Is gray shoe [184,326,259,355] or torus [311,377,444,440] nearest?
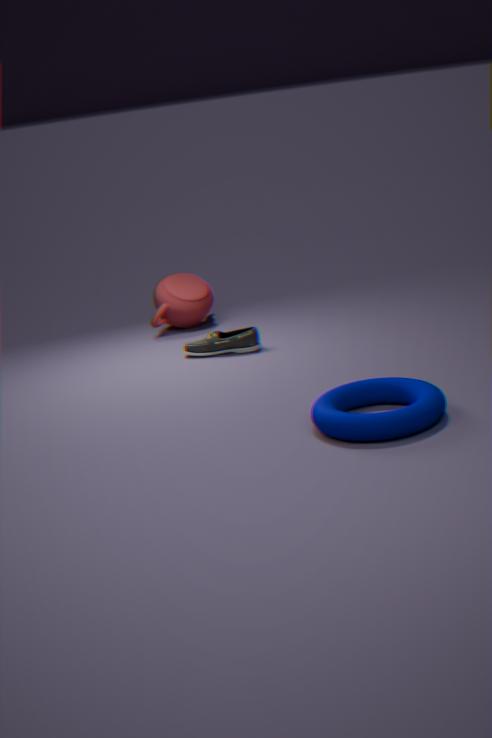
torus [311,377,444,440]
